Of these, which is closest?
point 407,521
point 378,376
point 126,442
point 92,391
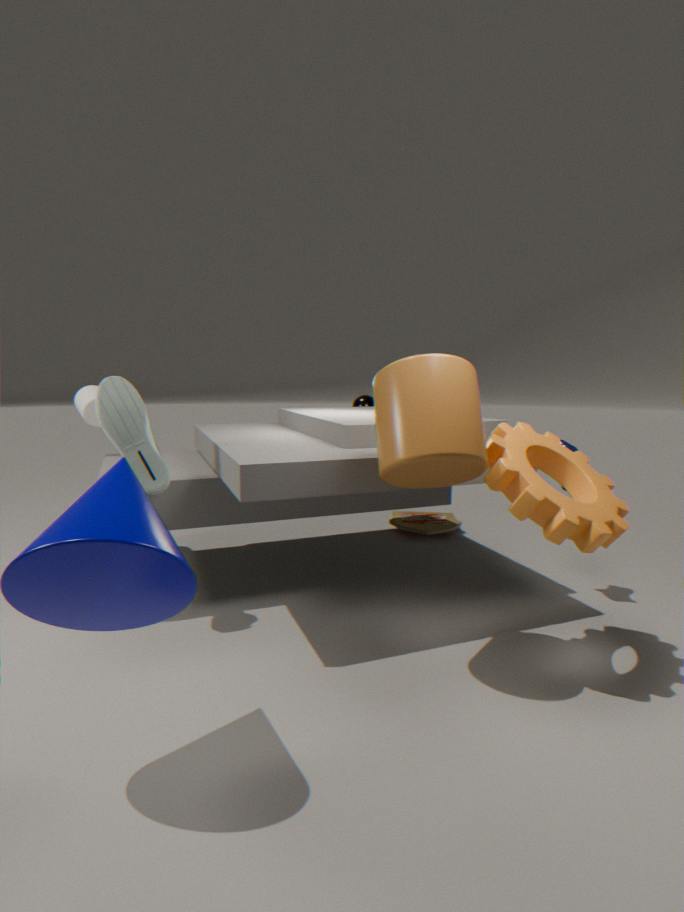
point 378,376
